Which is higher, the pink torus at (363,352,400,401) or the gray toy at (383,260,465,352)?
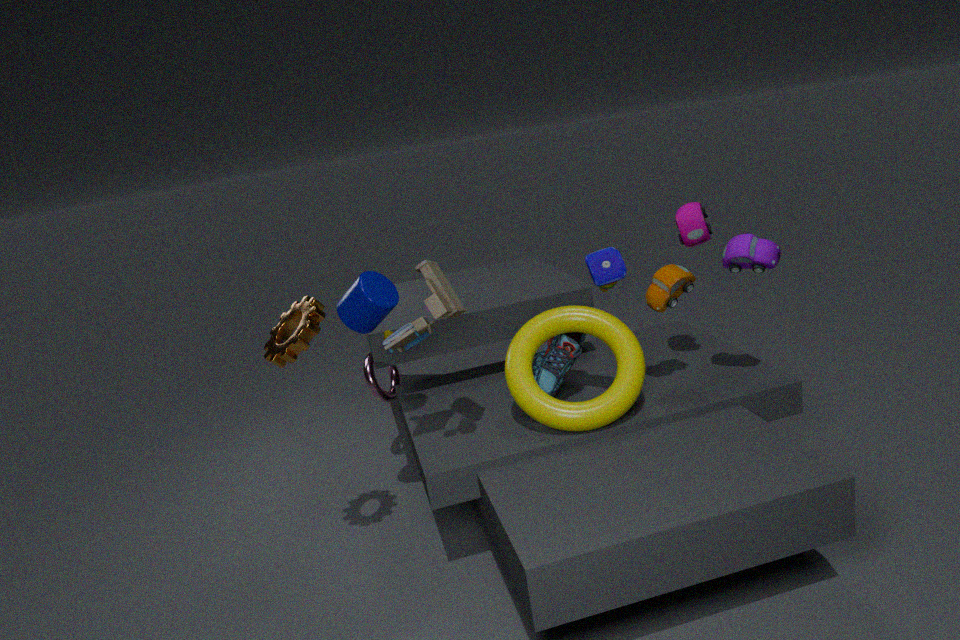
the gray toy at (383,260,465,352)
